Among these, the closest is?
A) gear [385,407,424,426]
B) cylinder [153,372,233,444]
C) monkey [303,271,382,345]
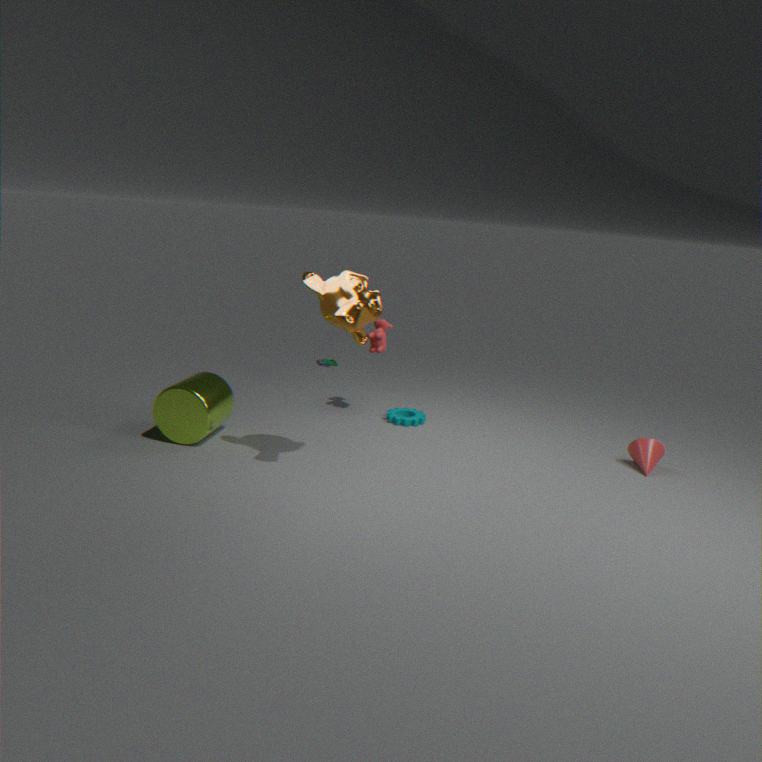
monkey [303,271,382,345]
